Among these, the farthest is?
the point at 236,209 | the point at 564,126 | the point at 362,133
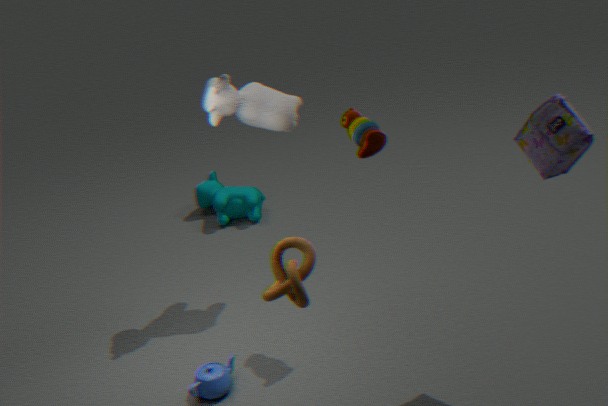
the point at 236,209
